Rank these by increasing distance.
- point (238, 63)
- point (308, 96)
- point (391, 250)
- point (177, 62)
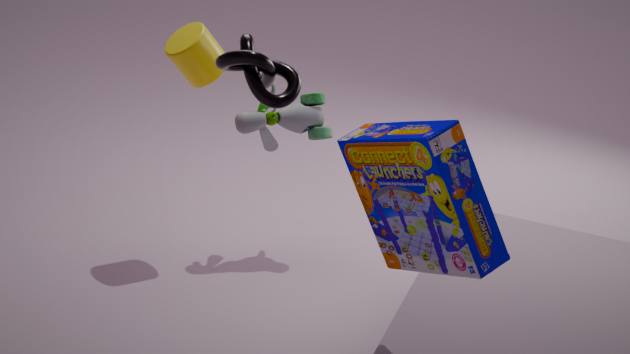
point (391, 250)
point (238, 63)
point (177, 62)
point (308, 96)
